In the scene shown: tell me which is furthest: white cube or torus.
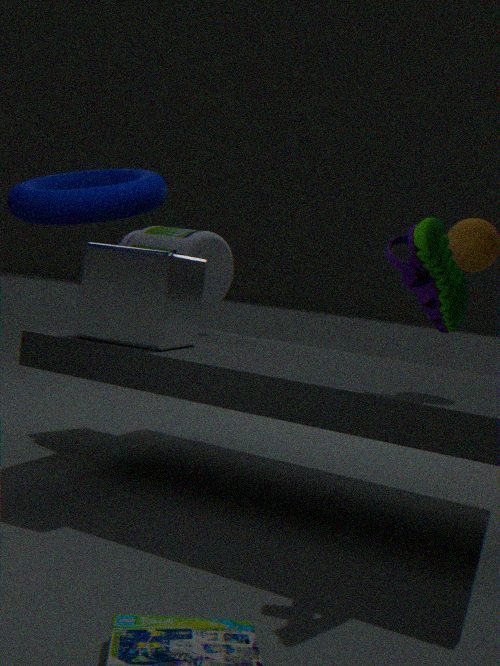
white cube
